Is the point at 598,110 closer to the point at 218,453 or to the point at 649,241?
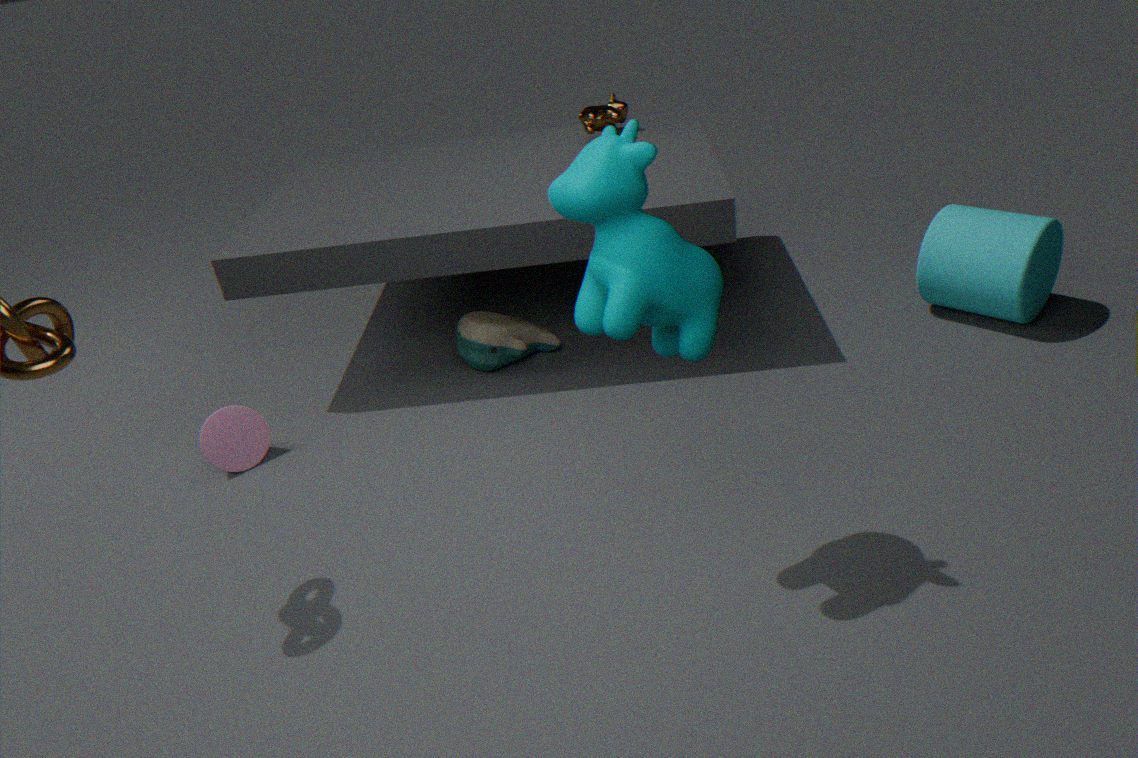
the point at 649,241
